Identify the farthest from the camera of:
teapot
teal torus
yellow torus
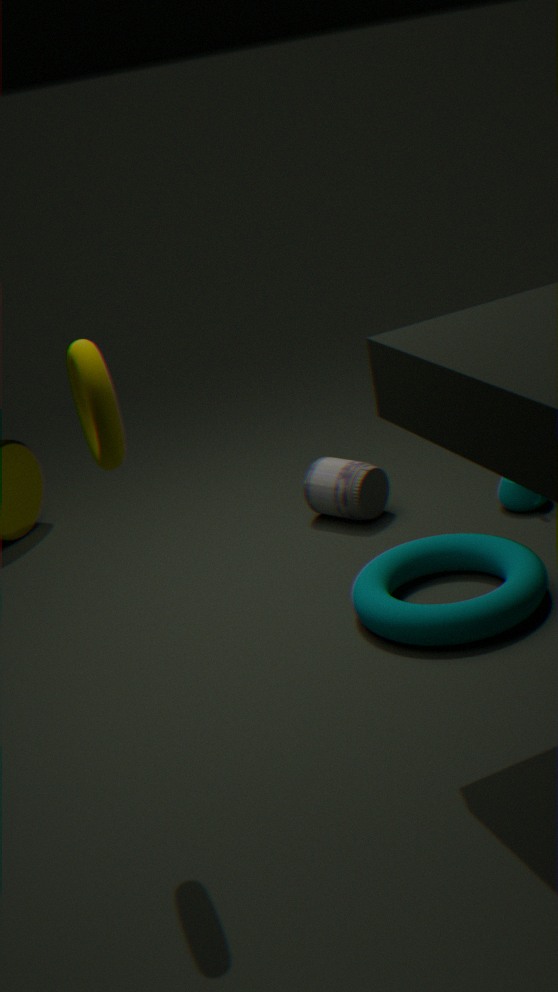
teapot
